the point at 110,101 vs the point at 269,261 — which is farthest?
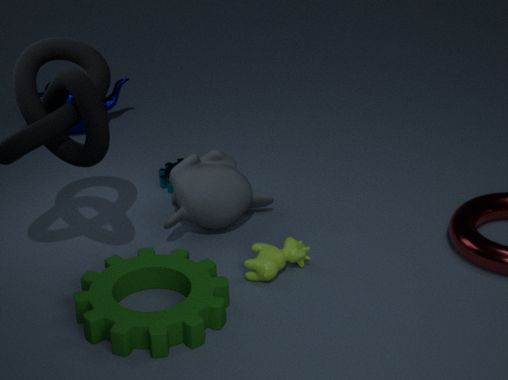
the point at 110,101
